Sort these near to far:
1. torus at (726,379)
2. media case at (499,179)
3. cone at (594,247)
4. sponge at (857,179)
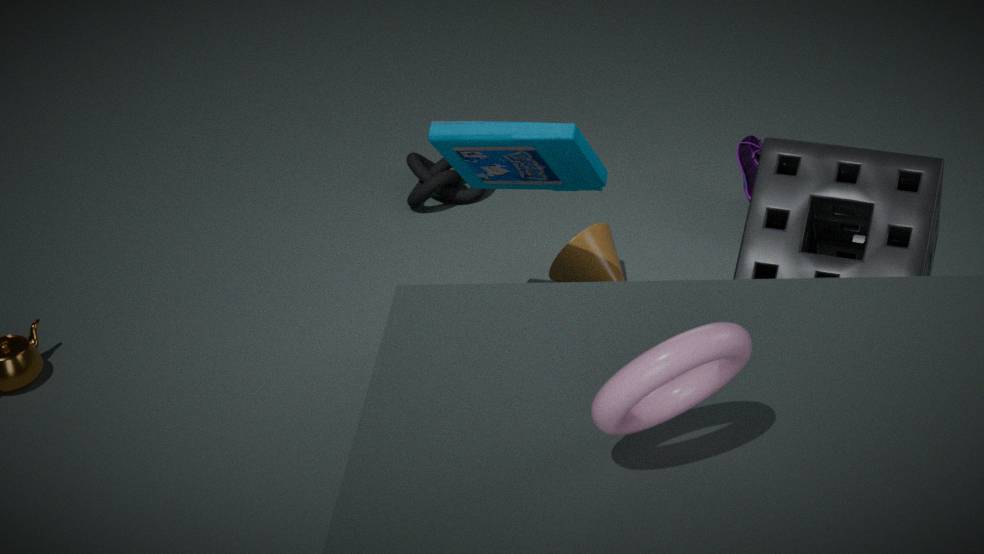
torus at (726,379)
sponge at (857,179)
media case at (499,179)
cone at (594,247)
